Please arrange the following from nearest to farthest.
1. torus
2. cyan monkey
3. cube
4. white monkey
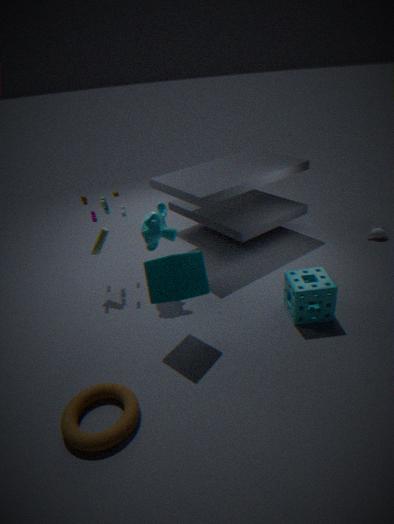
torus → cube → cyan monkey → white monkey
